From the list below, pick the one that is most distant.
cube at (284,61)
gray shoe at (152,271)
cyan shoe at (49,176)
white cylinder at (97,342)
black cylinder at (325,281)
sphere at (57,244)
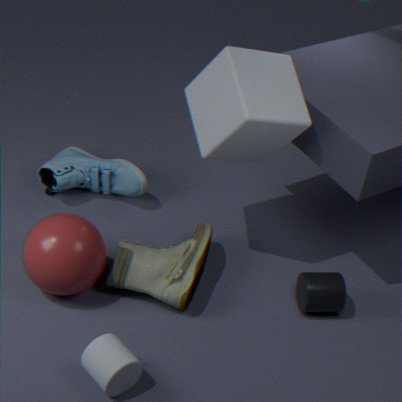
cyan shoe at (49,176)
